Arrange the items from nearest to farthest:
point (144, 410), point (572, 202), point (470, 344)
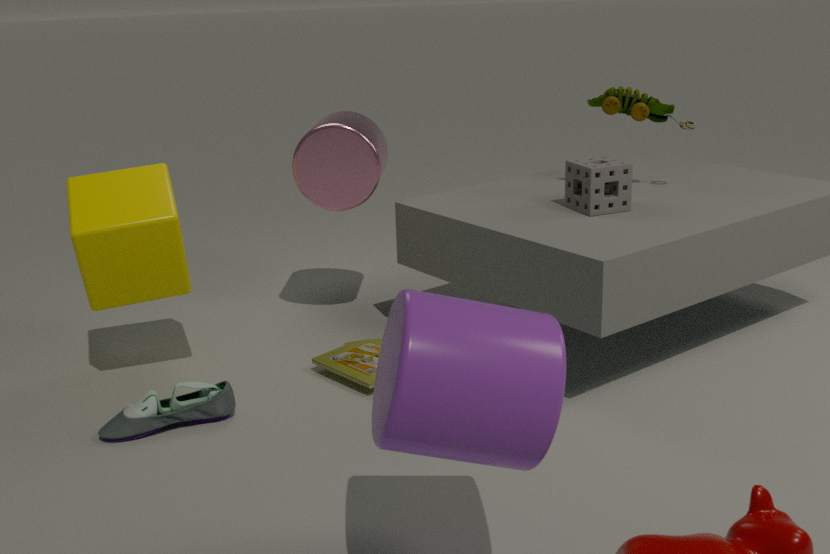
point (470, 344) < point (144, 410) < point (572, 202)
